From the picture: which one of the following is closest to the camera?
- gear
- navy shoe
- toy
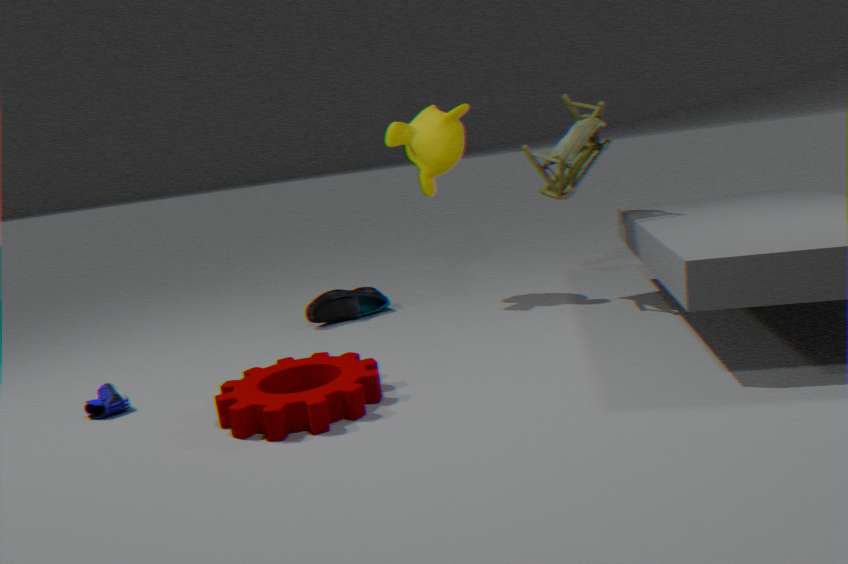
gear
